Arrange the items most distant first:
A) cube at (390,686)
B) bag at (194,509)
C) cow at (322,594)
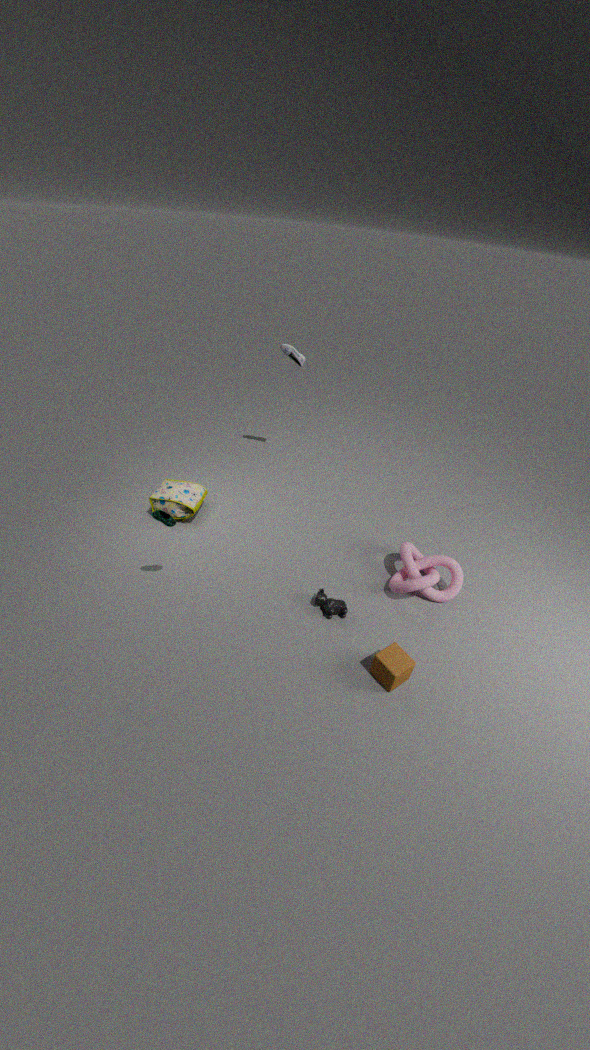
bag at (194,509) → cow at (322,594) → cube at (390,686)
